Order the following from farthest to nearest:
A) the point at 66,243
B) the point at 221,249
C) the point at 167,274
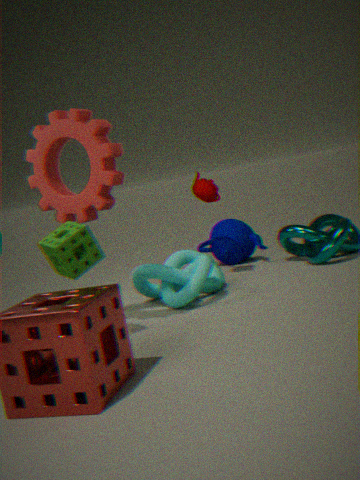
the point at 221,249, the point at 167,274, the point at 66,243
